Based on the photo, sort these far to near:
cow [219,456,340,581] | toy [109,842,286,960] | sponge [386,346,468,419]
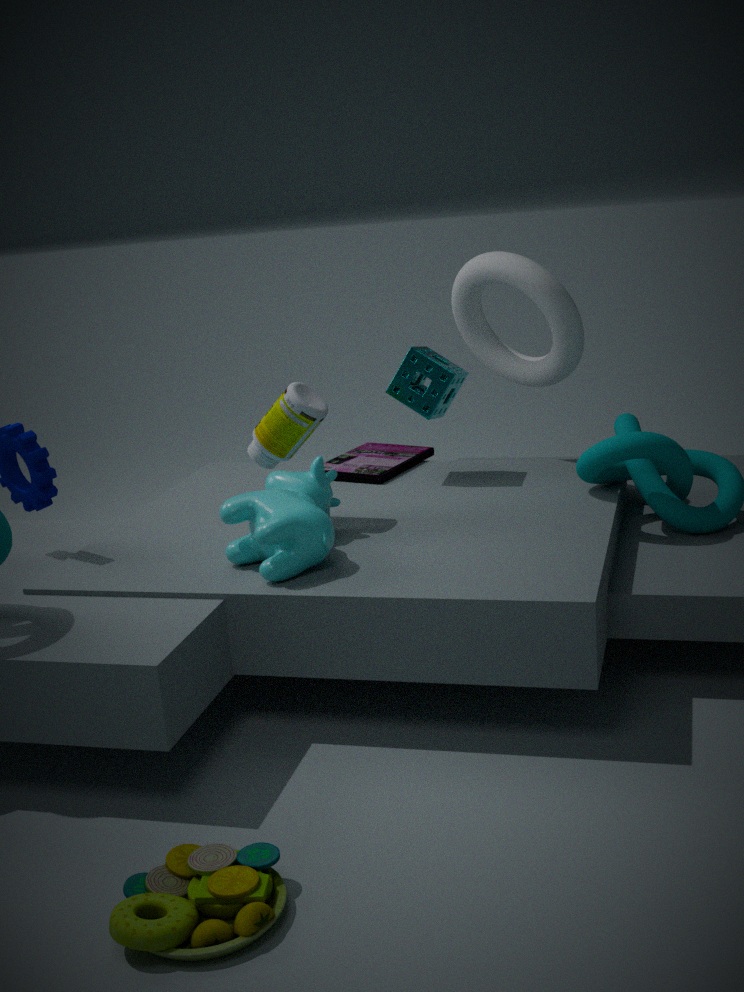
1. sponge [386,346,468,419]
2. cow [219,456,340,581]
3. toy [109,842,286,960]
